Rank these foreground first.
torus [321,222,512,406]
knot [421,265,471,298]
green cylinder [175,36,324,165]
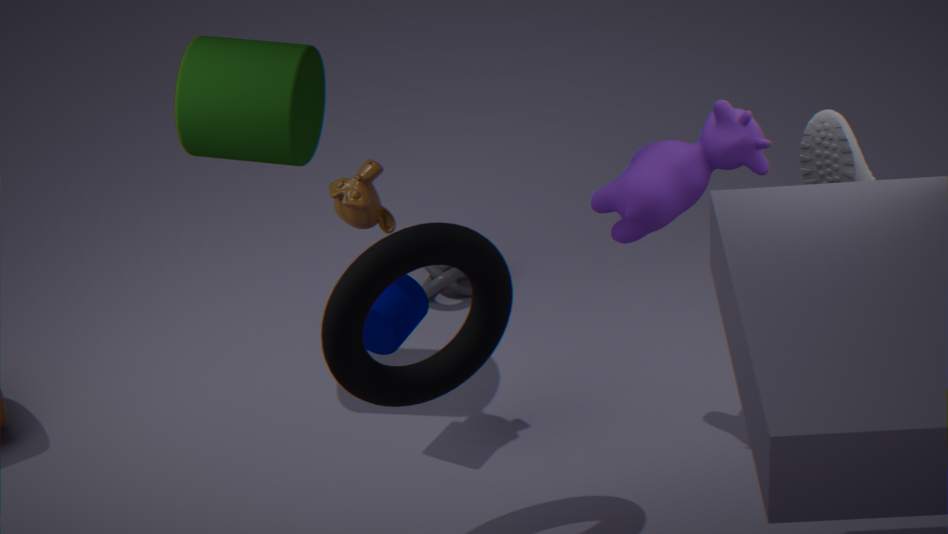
torus [321,222,512,406] < green cylinder [175,36,324,165] < knot [421,265,471,298]
